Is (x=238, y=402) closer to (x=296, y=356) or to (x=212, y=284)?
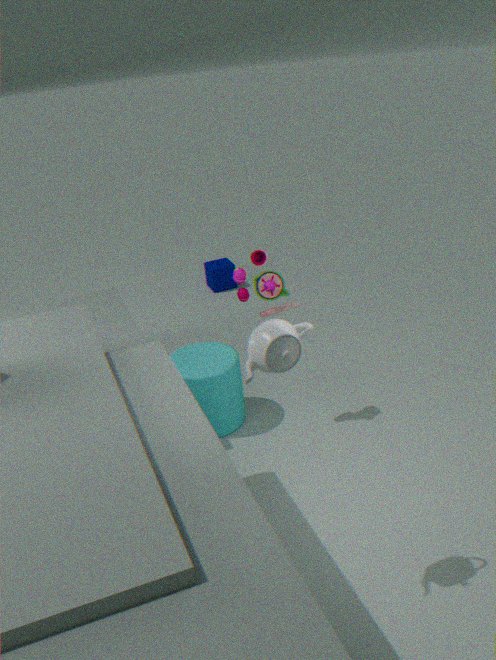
(x=296, y=356)
